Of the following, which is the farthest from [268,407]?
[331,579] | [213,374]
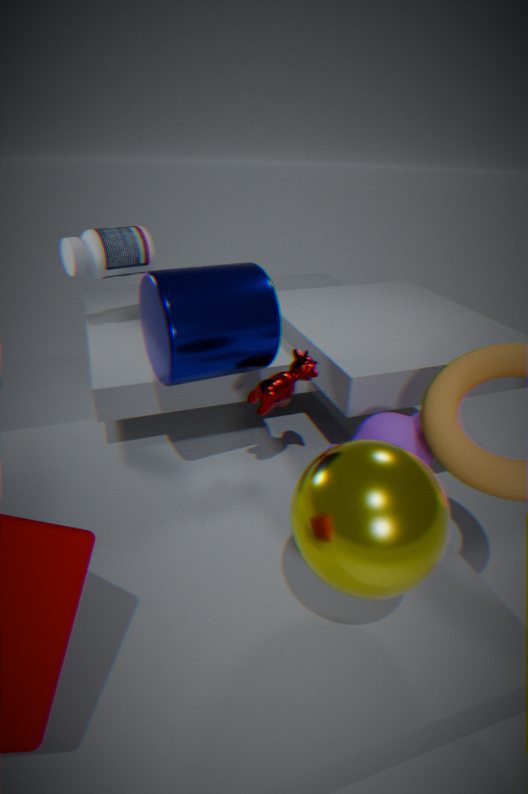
[331,579]
